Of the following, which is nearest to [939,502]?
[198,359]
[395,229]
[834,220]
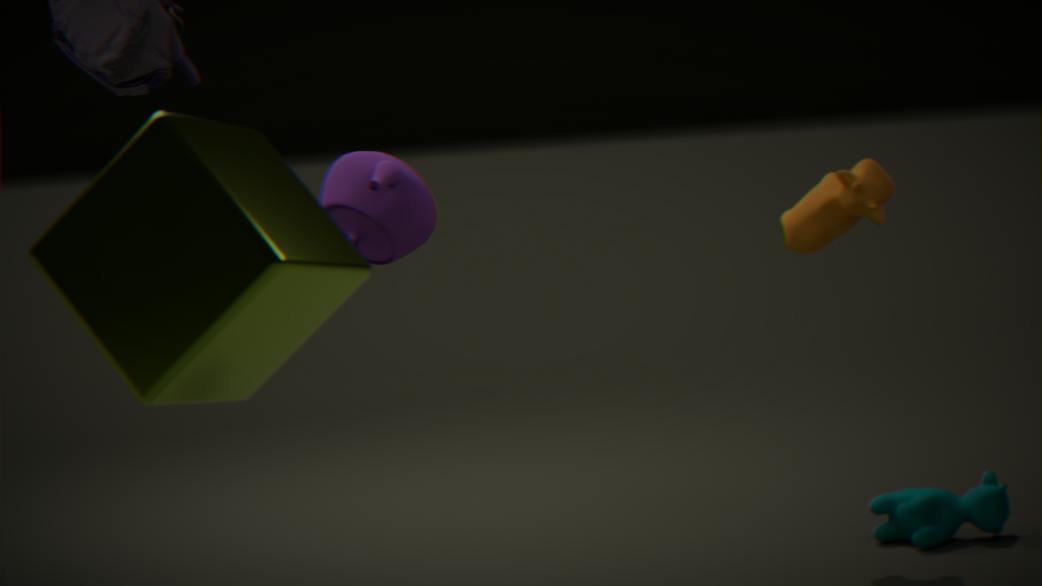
[834,220]
